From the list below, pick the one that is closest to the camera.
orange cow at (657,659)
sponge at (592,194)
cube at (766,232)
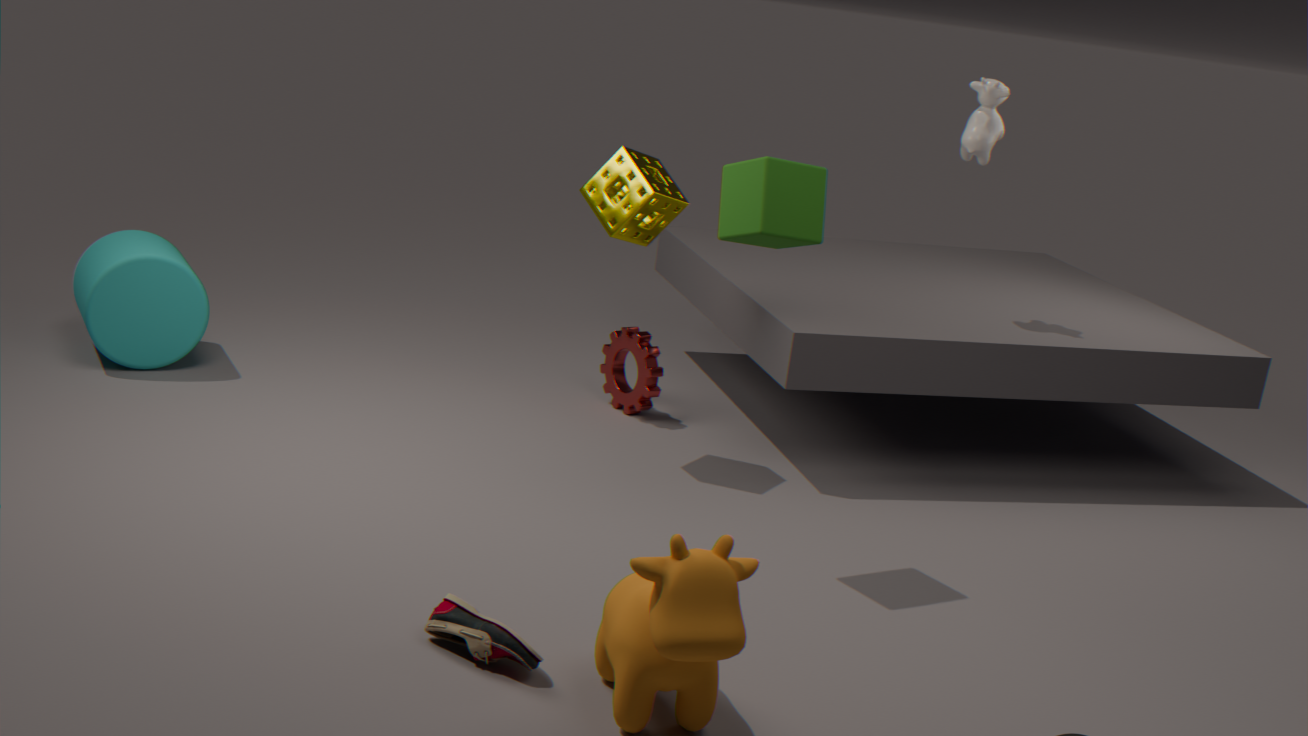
orange cow at (657,659)
